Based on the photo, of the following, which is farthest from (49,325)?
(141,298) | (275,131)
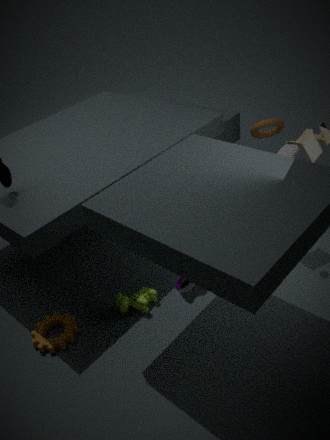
(275,131)
